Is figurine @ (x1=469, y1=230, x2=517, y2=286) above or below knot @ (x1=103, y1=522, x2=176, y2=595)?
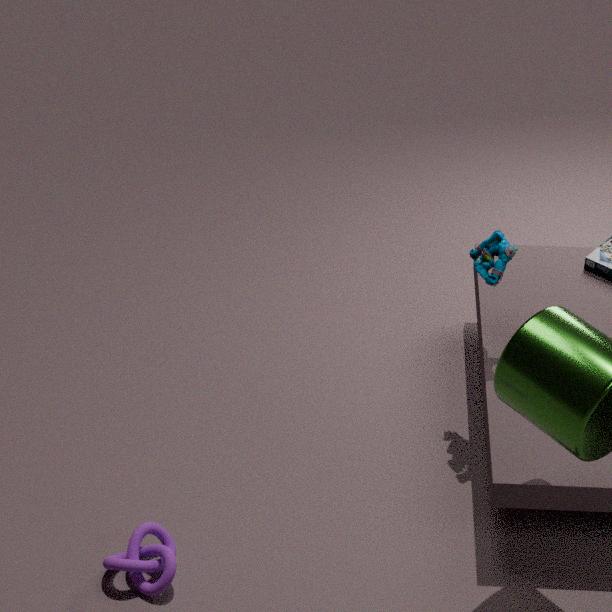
above
